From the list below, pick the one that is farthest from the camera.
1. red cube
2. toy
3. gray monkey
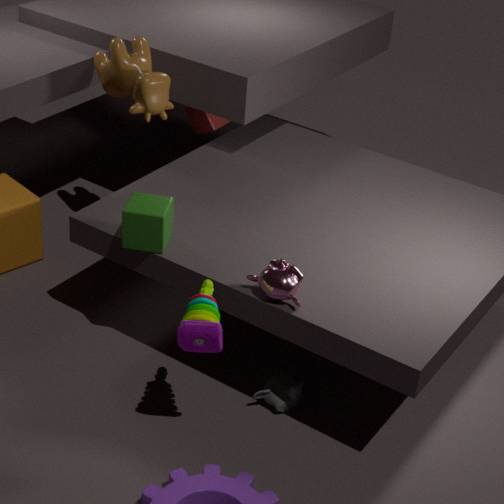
red cube
